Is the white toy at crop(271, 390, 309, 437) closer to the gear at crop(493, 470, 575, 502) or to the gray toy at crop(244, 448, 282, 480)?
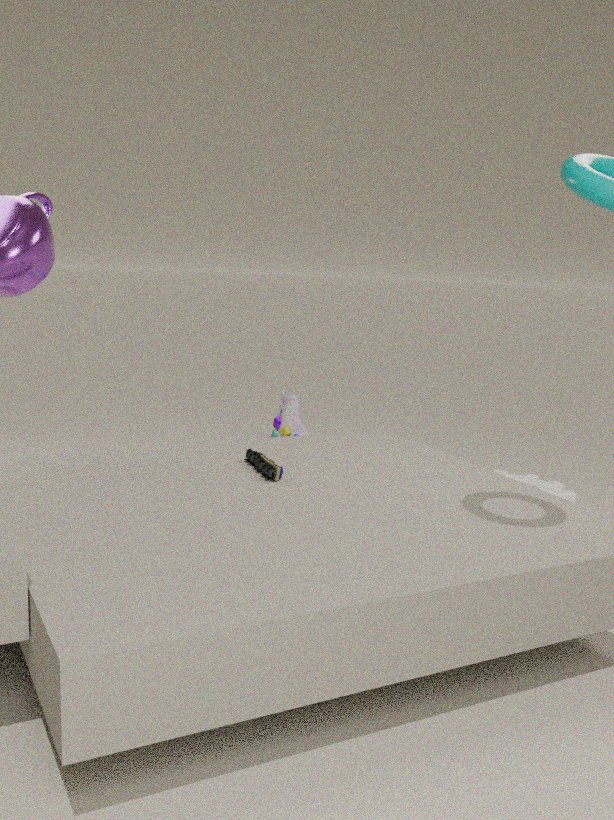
the gear at crop(493, 470, 575, 502)
